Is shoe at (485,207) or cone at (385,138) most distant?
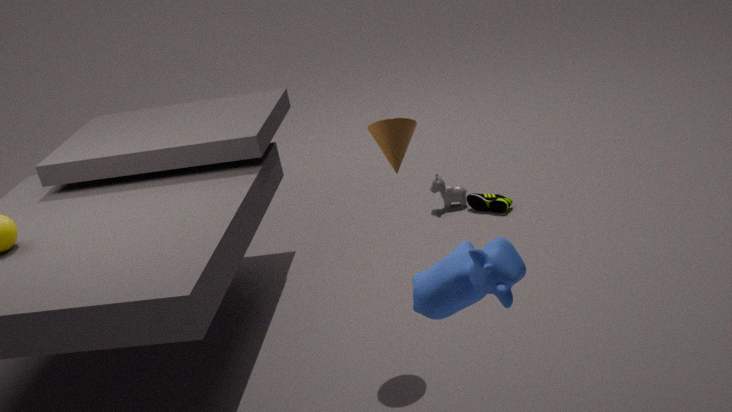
shoe at (485,207)
